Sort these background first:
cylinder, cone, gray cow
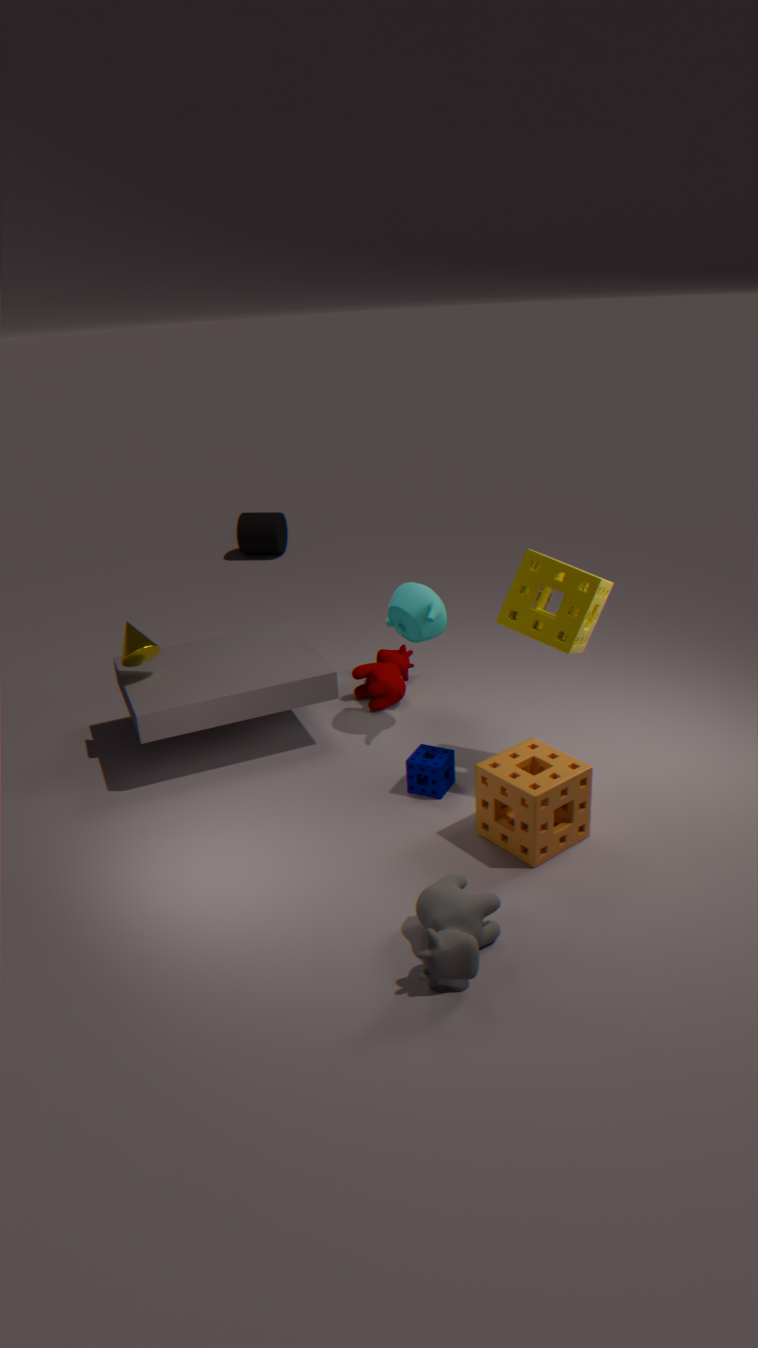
cylinder → cone → gray cow
